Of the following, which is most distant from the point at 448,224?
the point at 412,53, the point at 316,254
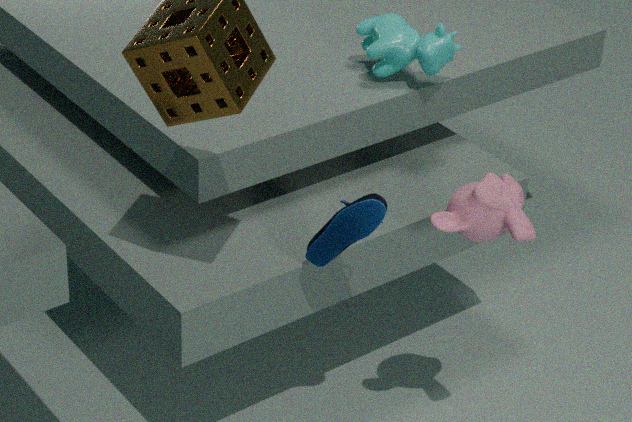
the point at 412,53
